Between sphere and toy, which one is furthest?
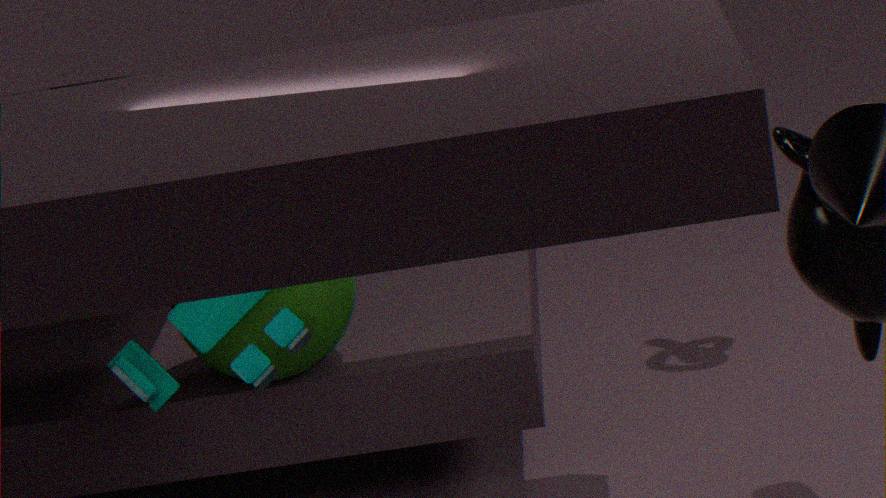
sphere
